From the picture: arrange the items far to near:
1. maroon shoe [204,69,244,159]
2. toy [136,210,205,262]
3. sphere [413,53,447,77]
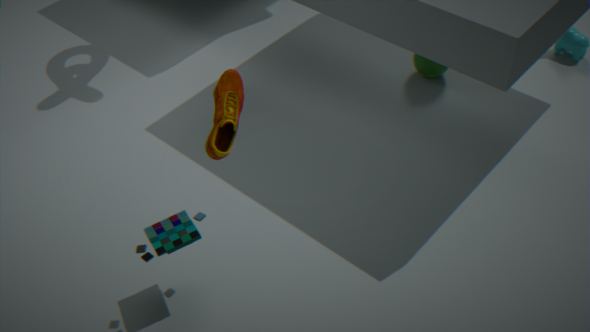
sphere [413,53,447,77]
toy [136,210,205,262]
maroon shoe [204,69,244,159]
